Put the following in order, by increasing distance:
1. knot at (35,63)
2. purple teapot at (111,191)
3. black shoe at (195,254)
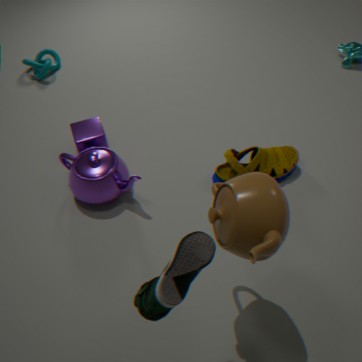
black shoe at (195,254) < purple teapot at (111,191) < knot at (35,63)
